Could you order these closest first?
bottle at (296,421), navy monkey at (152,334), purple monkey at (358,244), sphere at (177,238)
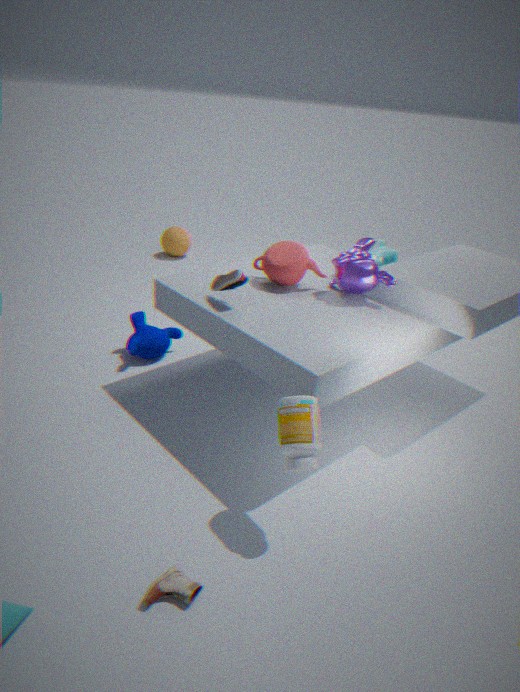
bottle at (296,421)
purple monkey at (358,244)
navy monkey at (152,334)
sphere at (177,238)
